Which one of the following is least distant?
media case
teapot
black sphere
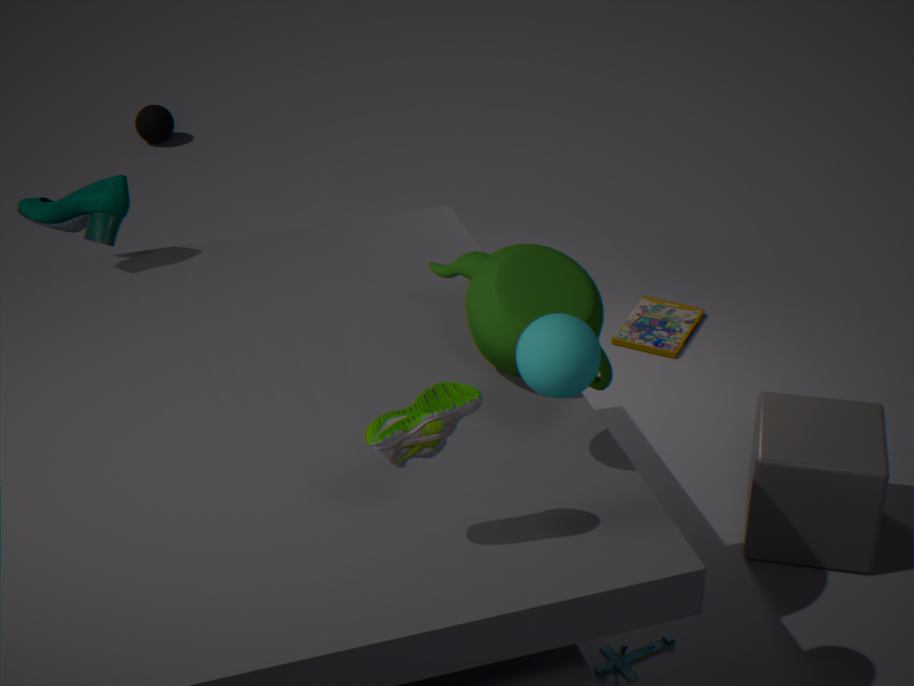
teapot
